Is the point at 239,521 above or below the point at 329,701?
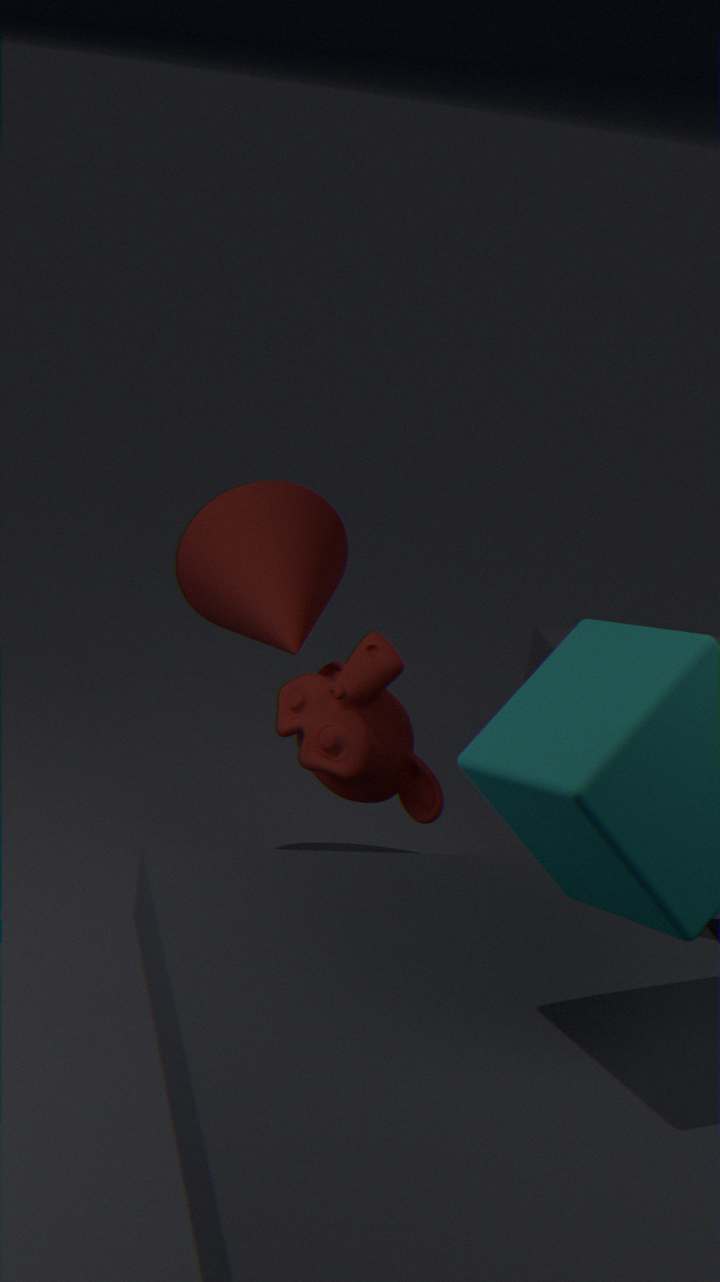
above
